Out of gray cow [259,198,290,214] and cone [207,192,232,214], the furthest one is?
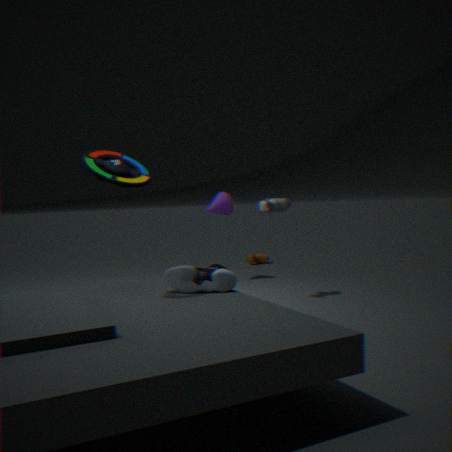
cone [207,192,232,214]
